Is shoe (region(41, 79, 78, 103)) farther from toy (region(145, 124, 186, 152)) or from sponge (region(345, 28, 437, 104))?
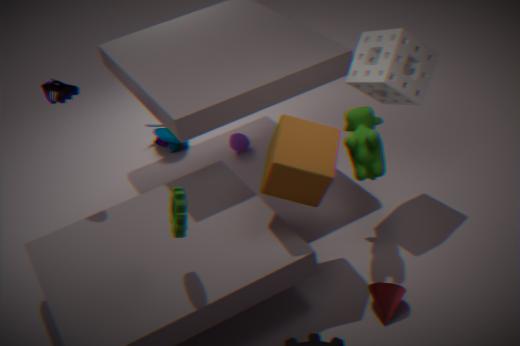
sponge (region(345, 28, 437, 104))
